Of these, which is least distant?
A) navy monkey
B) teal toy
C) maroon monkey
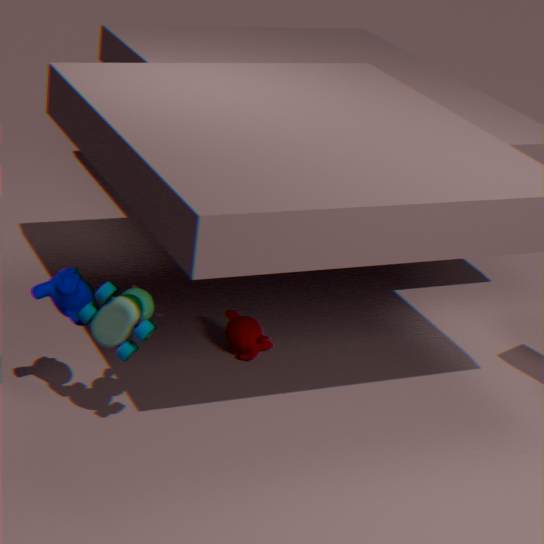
teal toy
